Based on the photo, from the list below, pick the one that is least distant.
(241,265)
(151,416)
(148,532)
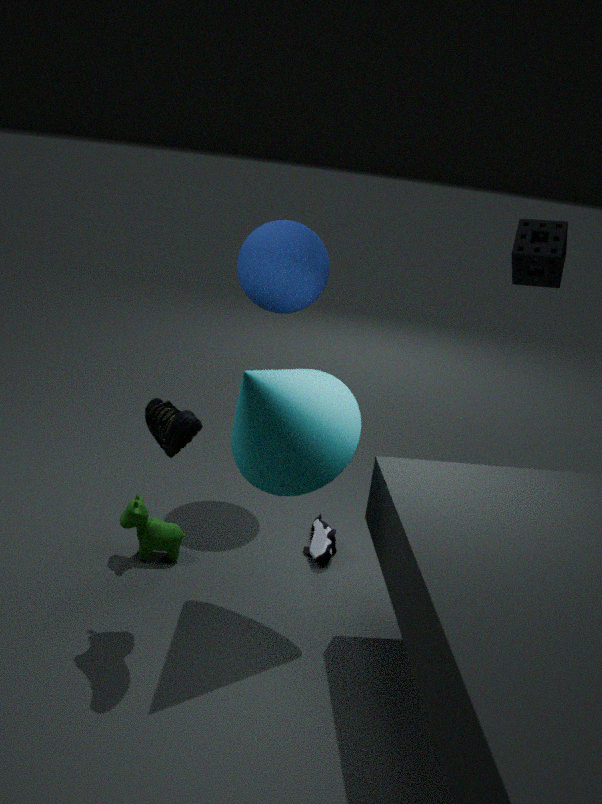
(151,416)
